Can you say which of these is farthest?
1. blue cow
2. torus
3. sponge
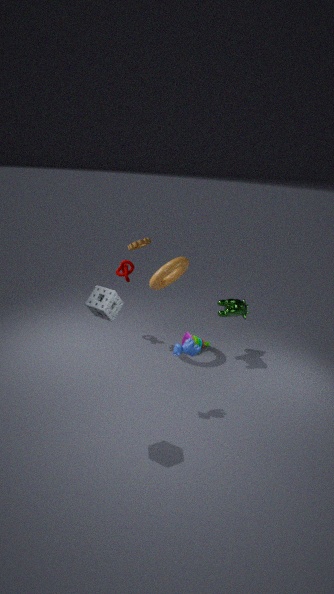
torus
